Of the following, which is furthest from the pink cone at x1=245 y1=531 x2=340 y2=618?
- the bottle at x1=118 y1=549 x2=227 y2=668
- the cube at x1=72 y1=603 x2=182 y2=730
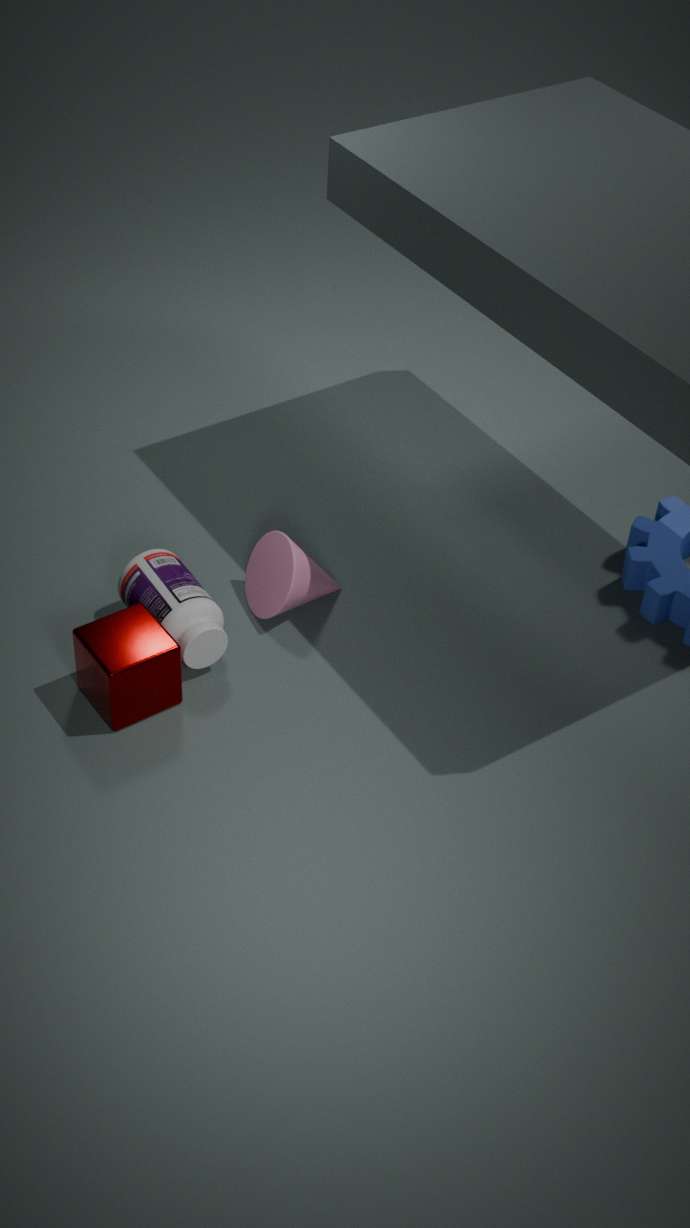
the cube at x1=72 y1=603 x2=182 y2=730
